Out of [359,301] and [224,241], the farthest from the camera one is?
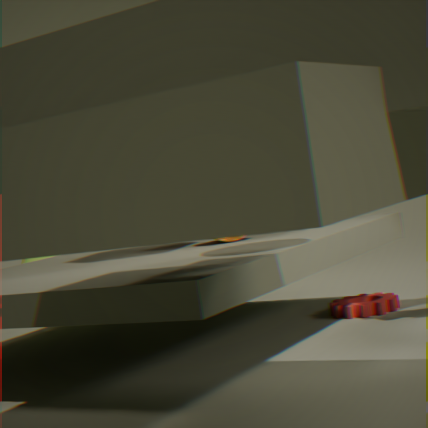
[359,301]
